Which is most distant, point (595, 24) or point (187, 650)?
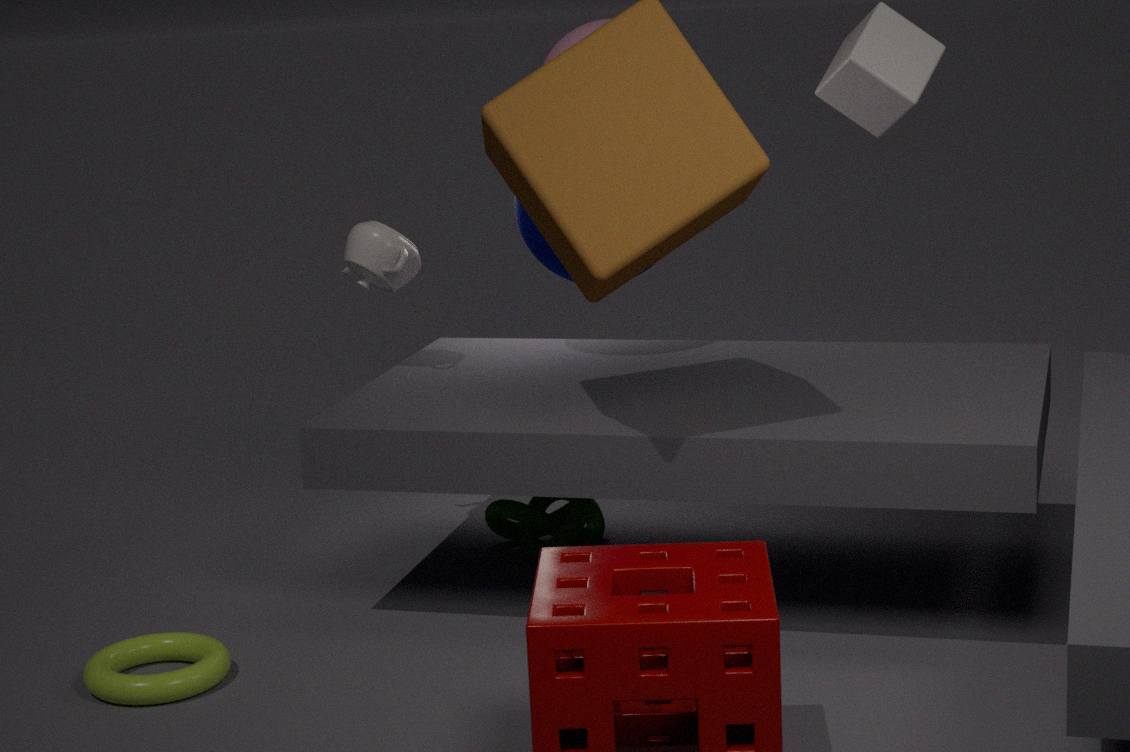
point (595, 24)
